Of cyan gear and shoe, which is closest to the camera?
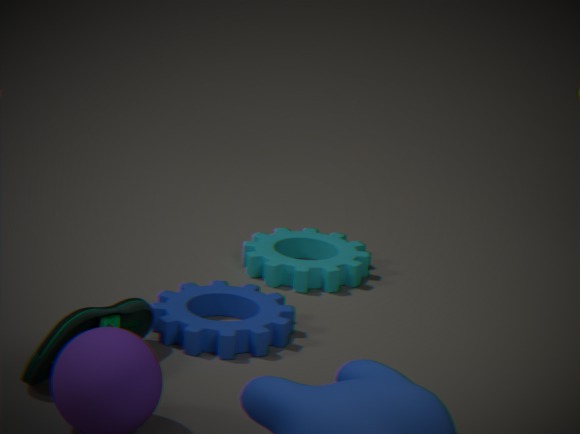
shoe
